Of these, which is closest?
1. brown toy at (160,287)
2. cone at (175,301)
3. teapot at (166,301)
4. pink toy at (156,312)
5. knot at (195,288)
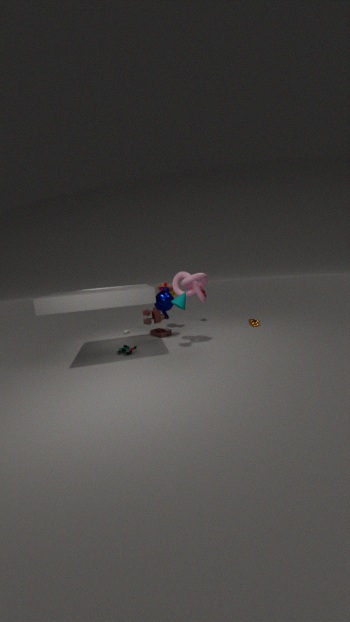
knot at (195,288)
